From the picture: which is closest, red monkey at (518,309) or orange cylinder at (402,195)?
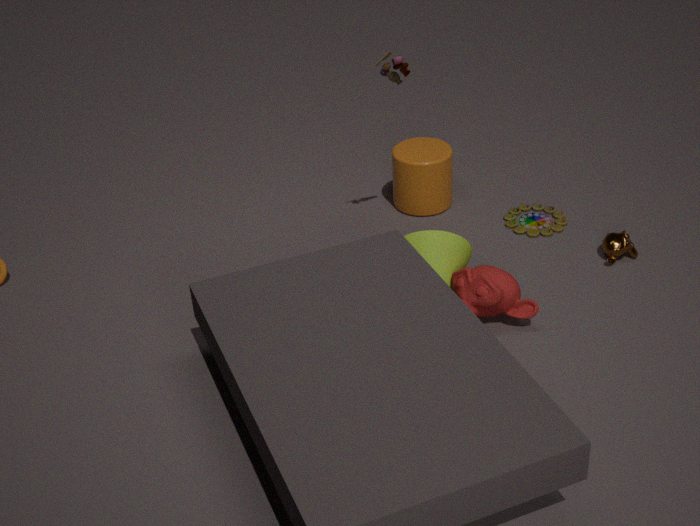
red monkey at (518,309)
